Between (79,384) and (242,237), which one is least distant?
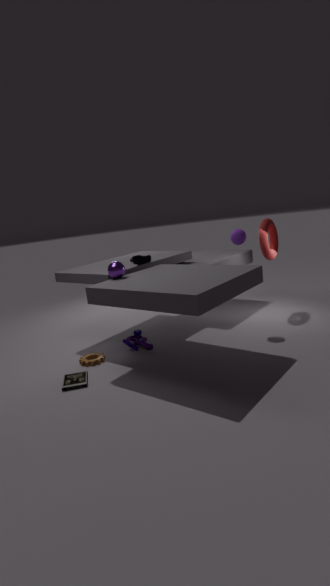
(79,384)
